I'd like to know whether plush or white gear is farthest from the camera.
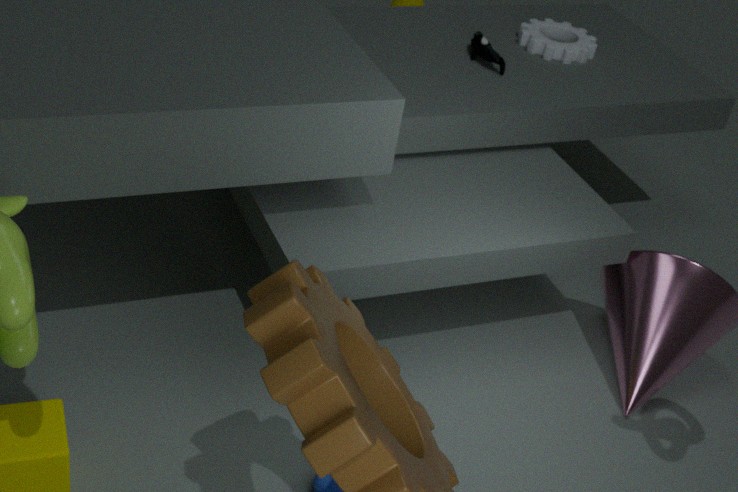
white gear
